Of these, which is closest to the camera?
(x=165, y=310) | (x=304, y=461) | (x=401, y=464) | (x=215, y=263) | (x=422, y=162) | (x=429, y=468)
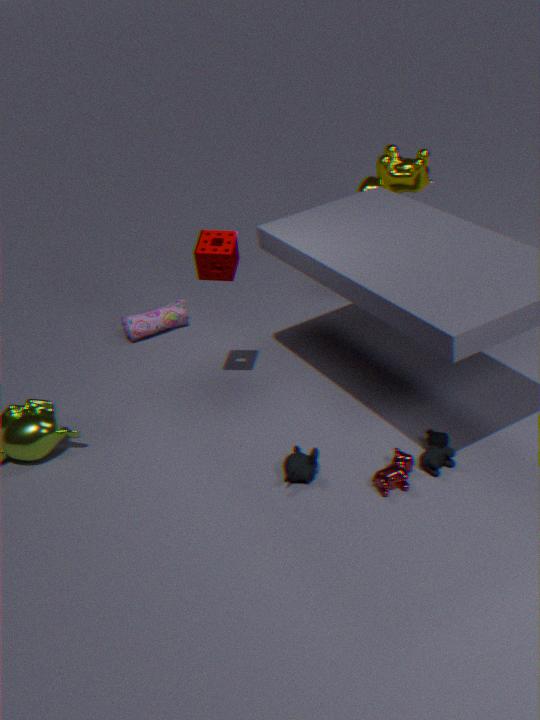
(x=401, y=464)
